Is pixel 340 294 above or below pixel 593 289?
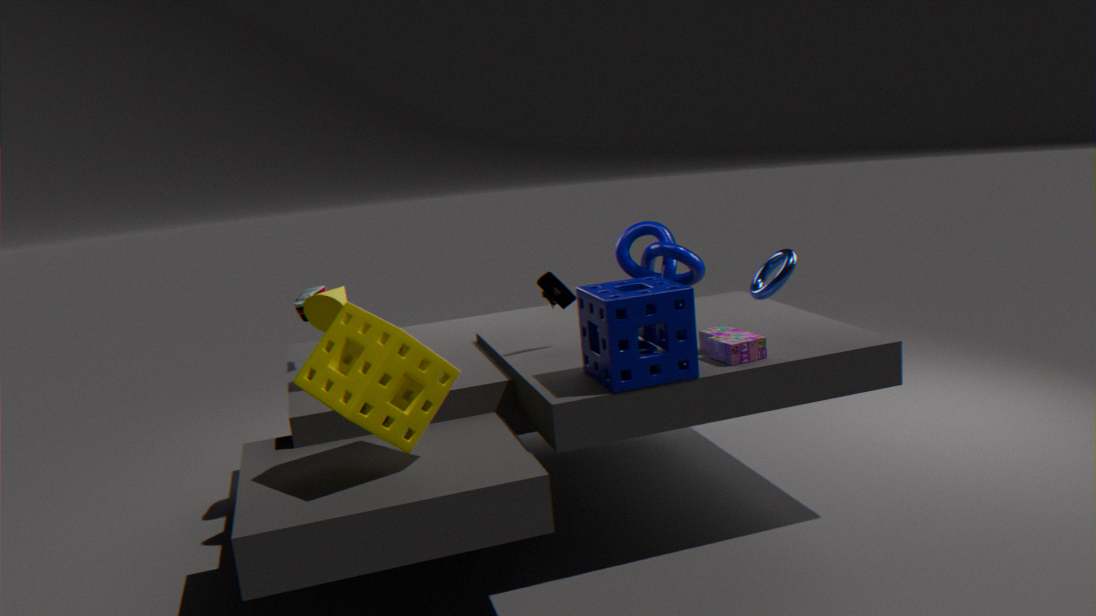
above
